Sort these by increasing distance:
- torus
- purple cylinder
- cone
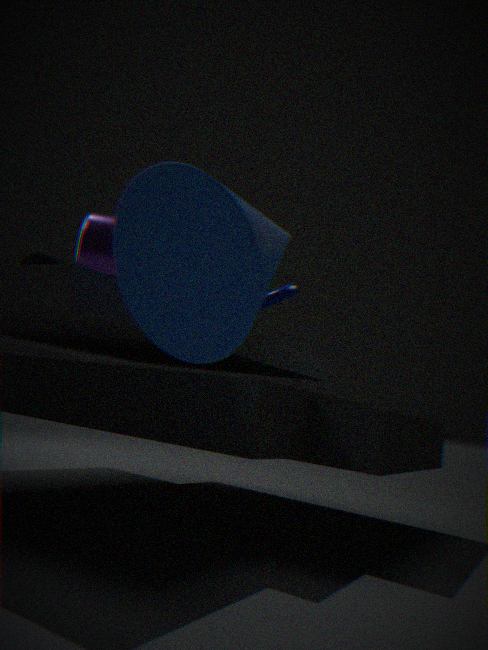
cone → purple cylinder → torus
